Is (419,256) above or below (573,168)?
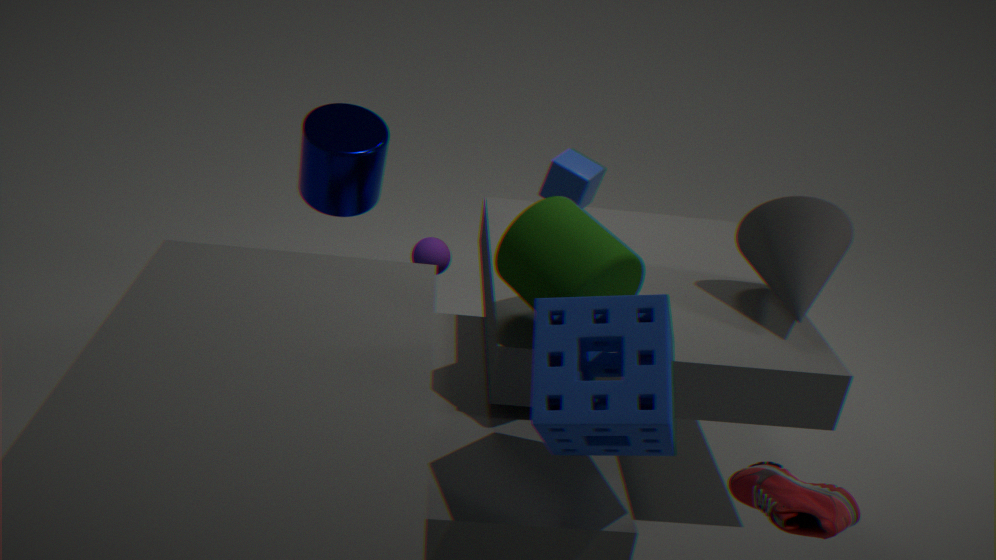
below
